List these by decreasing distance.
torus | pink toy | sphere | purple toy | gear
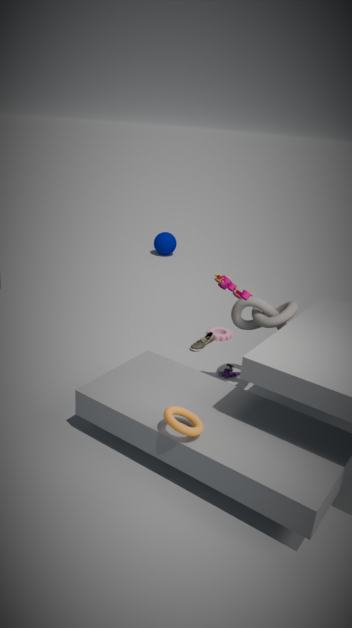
1. sphere
2. gear
3. purple toy
4. pink toy
5. torus
